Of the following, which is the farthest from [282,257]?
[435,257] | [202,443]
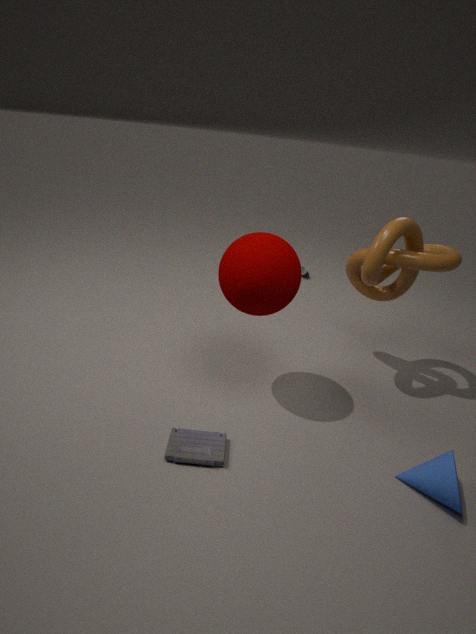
[202,443]
